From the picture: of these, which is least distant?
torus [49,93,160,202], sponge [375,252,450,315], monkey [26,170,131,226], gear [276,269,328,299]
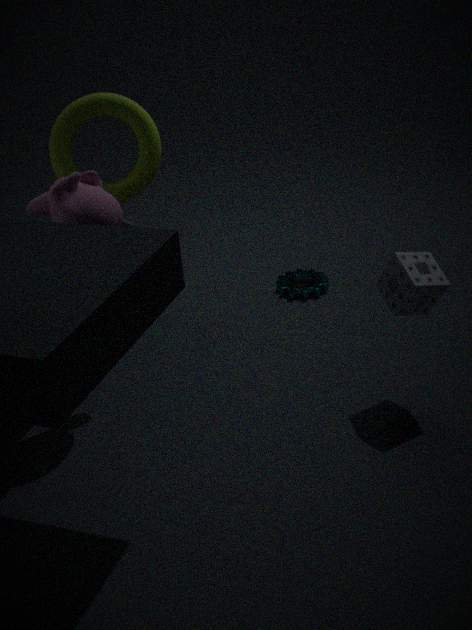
monkey [26,170,131,226]
